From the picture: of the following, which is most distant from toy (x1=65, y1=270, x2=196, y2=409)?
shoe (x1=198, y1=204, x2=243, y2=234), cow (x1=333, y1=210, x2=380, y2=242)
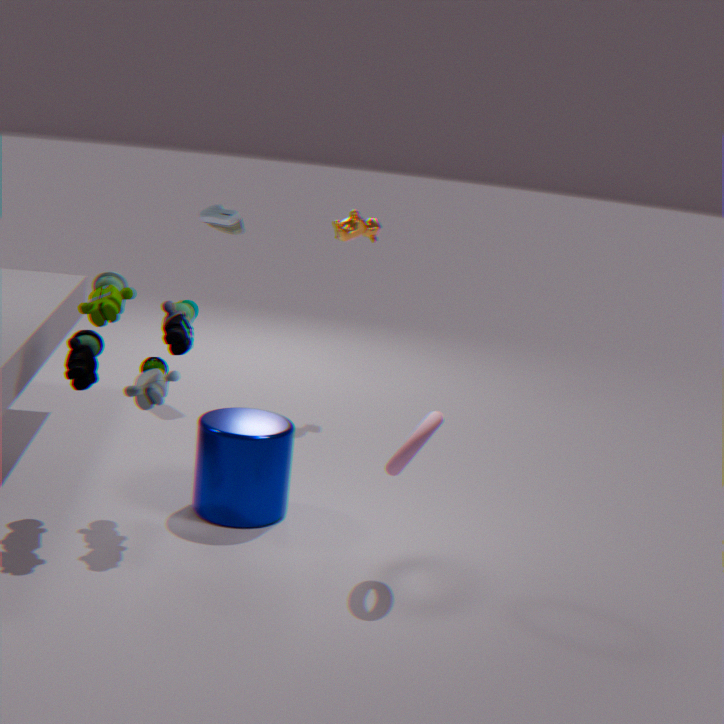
cow (x1=333, y1=210, x2=380, y2=242)
